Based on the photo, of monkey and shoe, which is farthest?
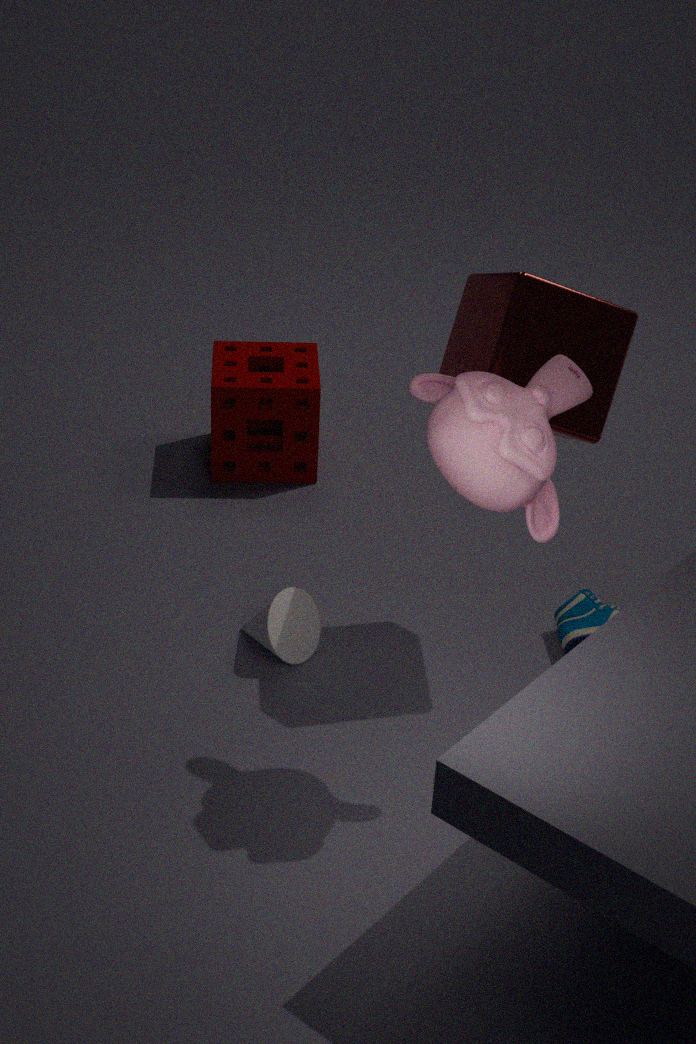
shoe
